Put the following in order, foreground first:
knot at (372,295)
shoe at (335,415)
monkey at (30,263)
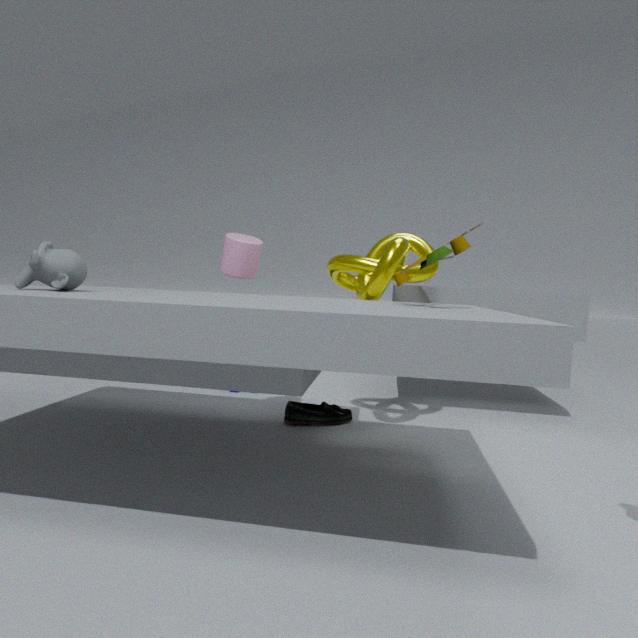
monkey at (30,263)
knot at (372,295)
shoe at (335,415)
